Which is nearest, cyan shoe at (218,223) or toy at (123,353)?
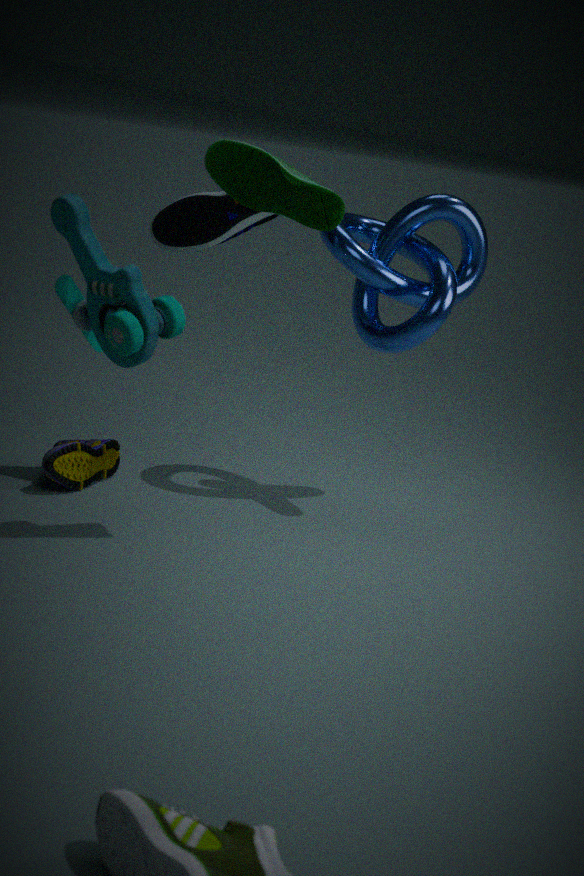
toy at (123,353)
